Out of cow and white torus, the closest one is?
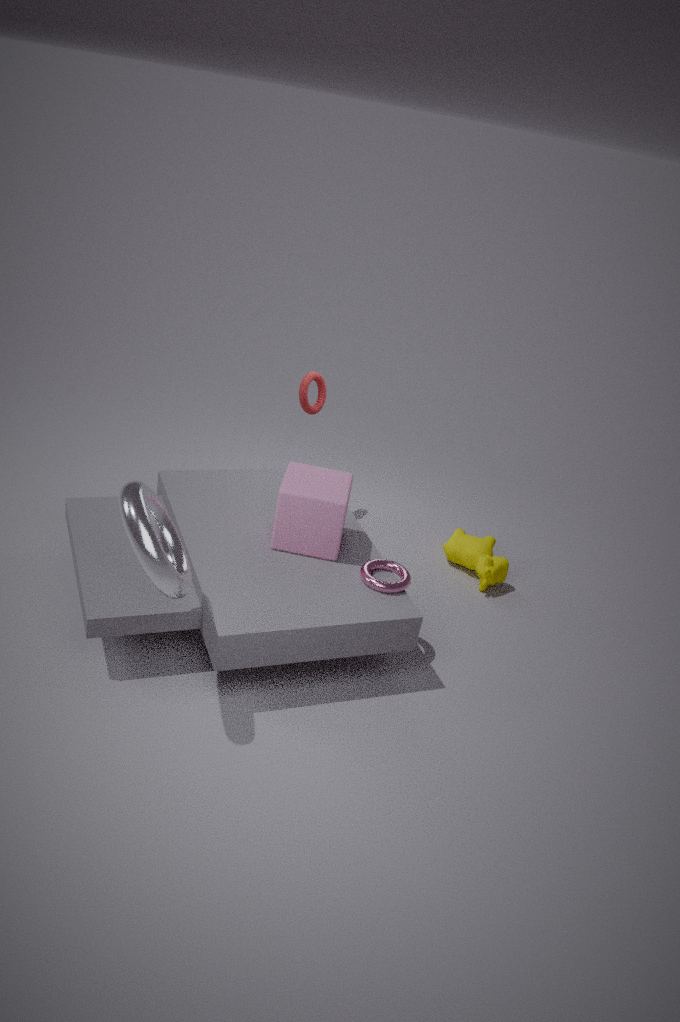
white torus
